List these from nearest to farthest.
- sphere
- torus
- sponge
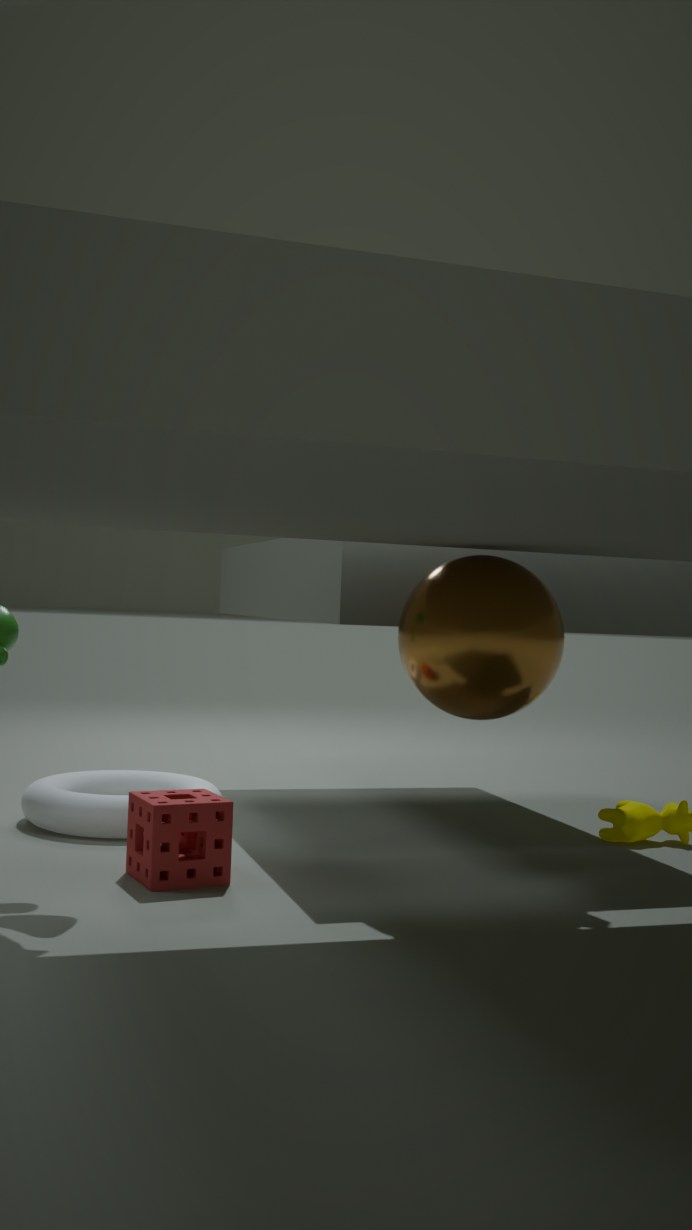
sphere
sponge
torus
